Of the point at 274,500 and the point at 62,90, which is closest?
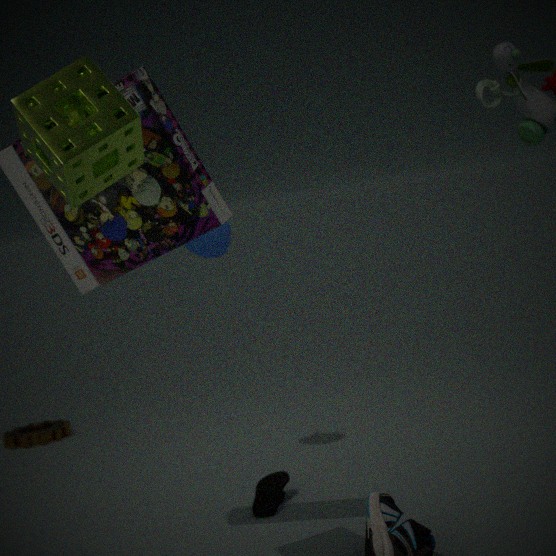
the point at 62,90
